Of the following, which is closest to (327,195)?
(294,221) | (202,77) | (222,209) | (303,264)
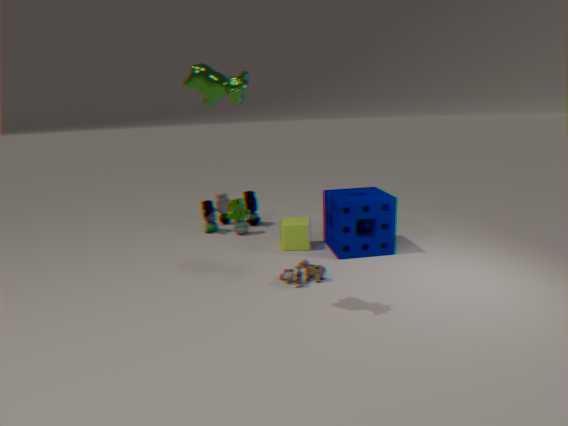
(294,221)
